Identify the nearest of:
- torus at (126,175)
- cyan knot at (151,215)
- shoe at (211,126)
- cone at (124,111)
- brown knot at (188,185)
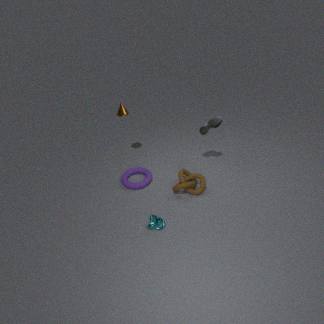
cyan knot at (151,215)
